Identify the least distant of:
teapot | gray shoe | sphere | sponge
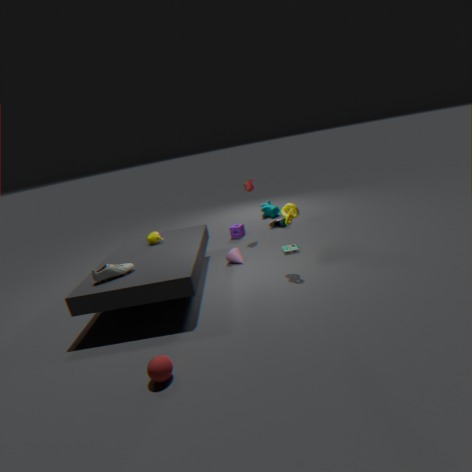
sphere
